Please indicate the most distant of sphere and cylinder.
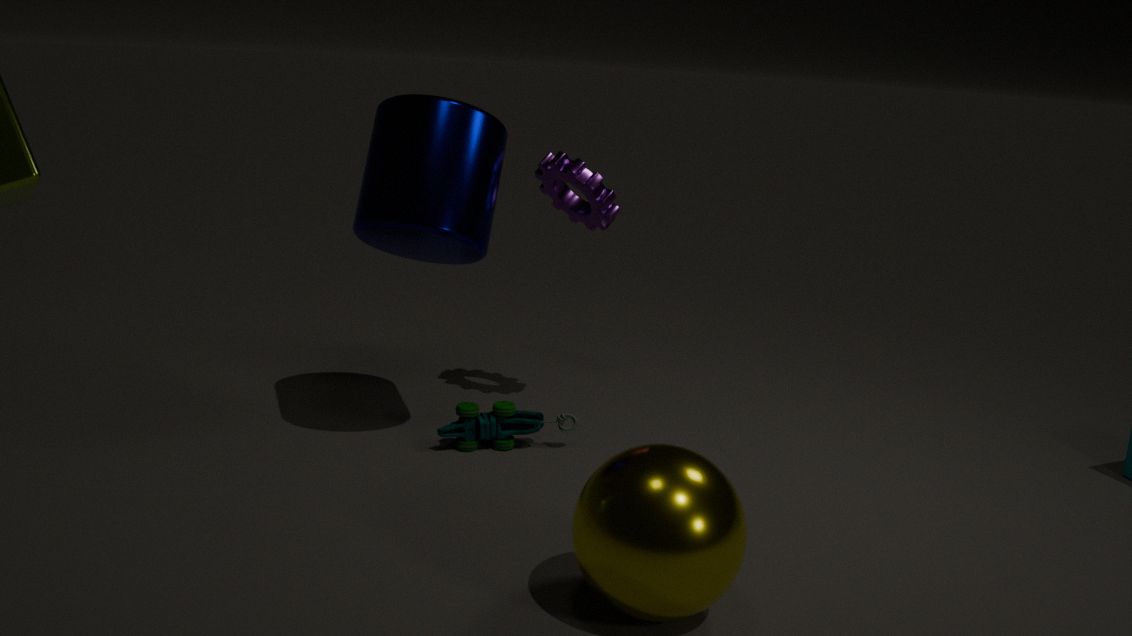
cylinder
